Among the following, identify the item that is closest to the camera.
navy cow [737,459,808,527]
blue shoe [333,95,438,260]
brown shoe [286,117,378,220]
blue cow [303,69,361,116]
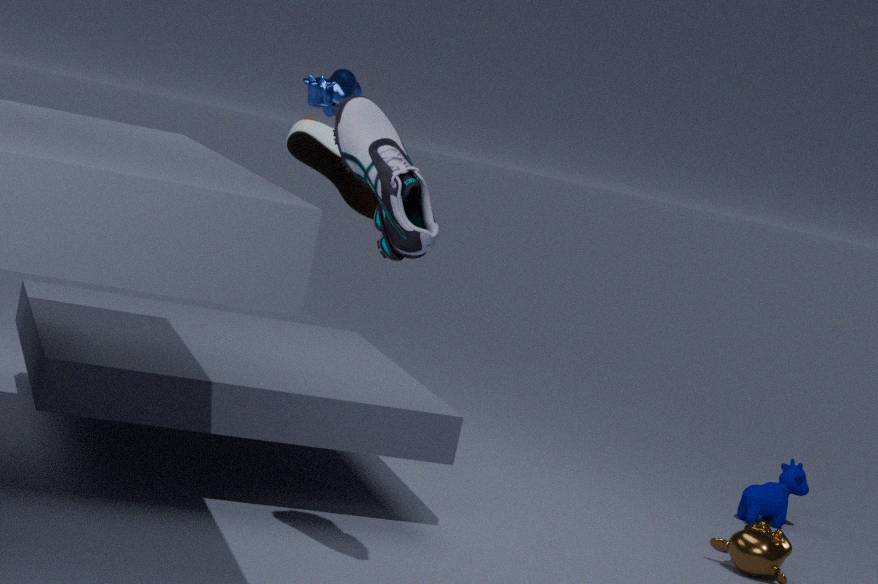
blue shoe [333,95,438,260]
